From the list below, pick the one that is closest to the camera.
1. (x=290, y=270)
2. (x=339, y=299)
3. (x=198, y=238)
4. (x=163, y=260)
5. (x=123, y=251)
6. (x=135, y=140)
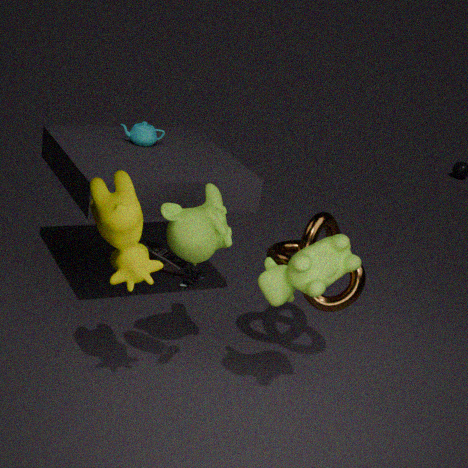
(x=123, y=251)
